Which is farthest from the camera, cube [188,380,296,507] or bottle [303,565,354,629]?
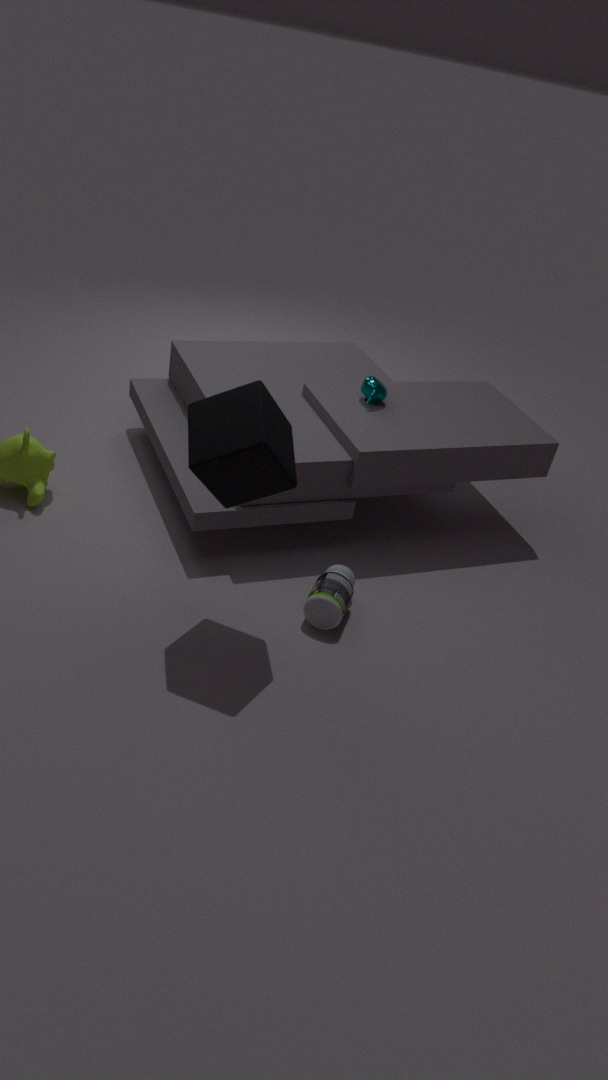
bottle [303,565,354,629]
